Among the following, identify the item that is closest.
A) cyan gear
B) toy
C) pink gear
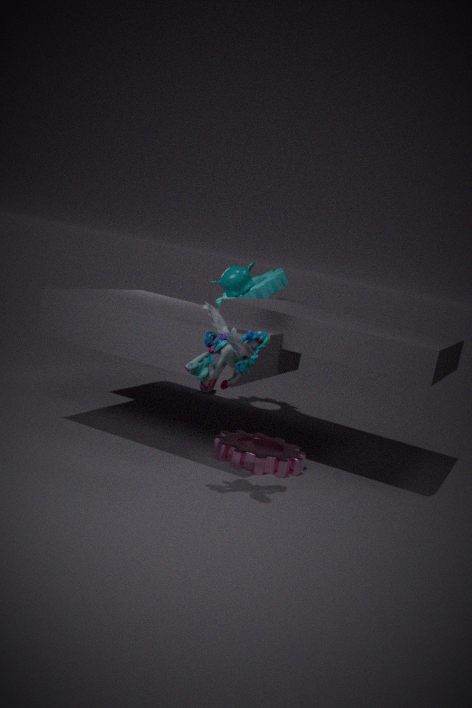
toy
